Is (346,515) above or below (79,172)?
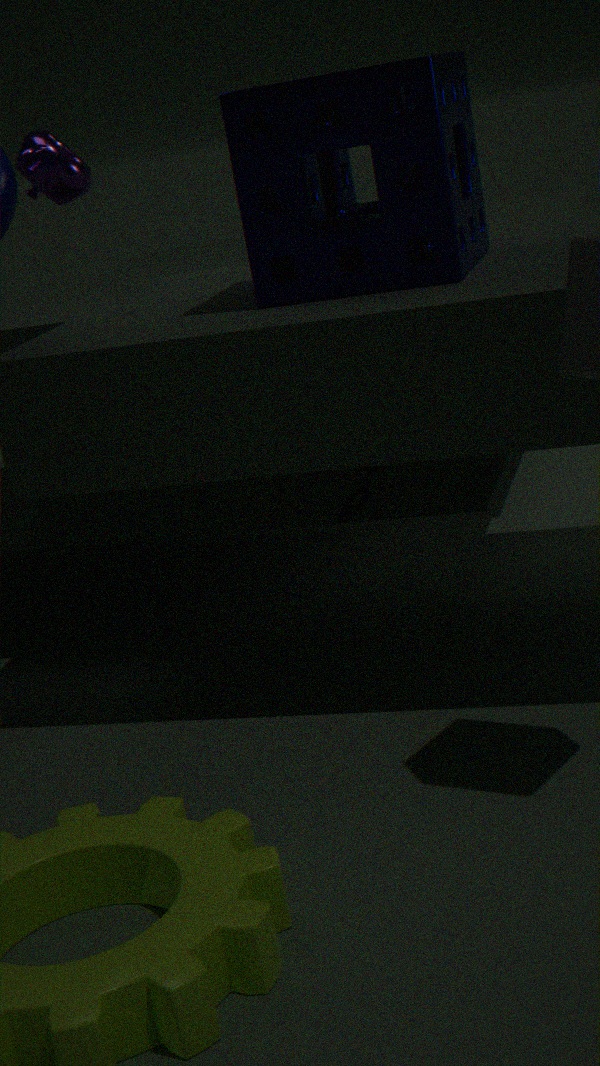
below
